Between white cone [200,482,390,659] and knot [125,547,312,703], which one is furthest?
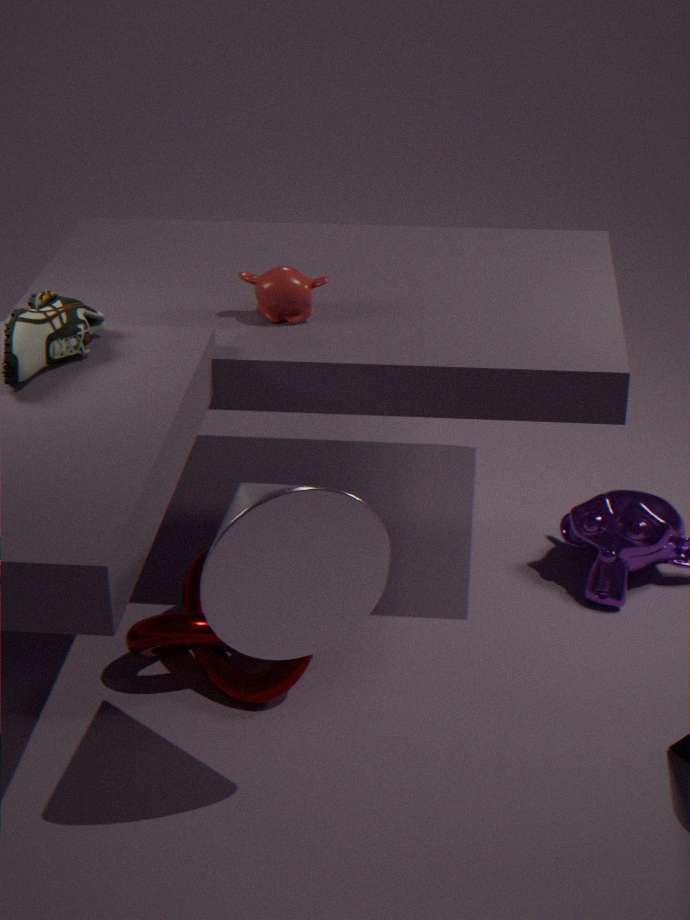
knot [125,547,312,703]
